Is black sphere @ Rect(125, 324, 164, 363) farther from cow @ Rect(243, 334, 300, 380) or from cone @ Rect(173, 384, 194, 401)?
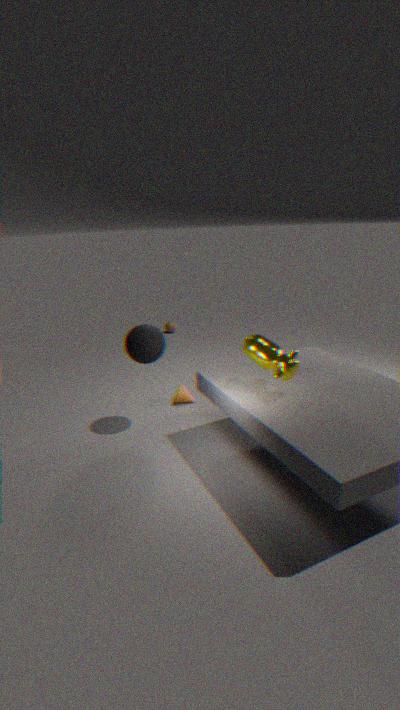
cow @ Rect(243, 334, 300, 380)
